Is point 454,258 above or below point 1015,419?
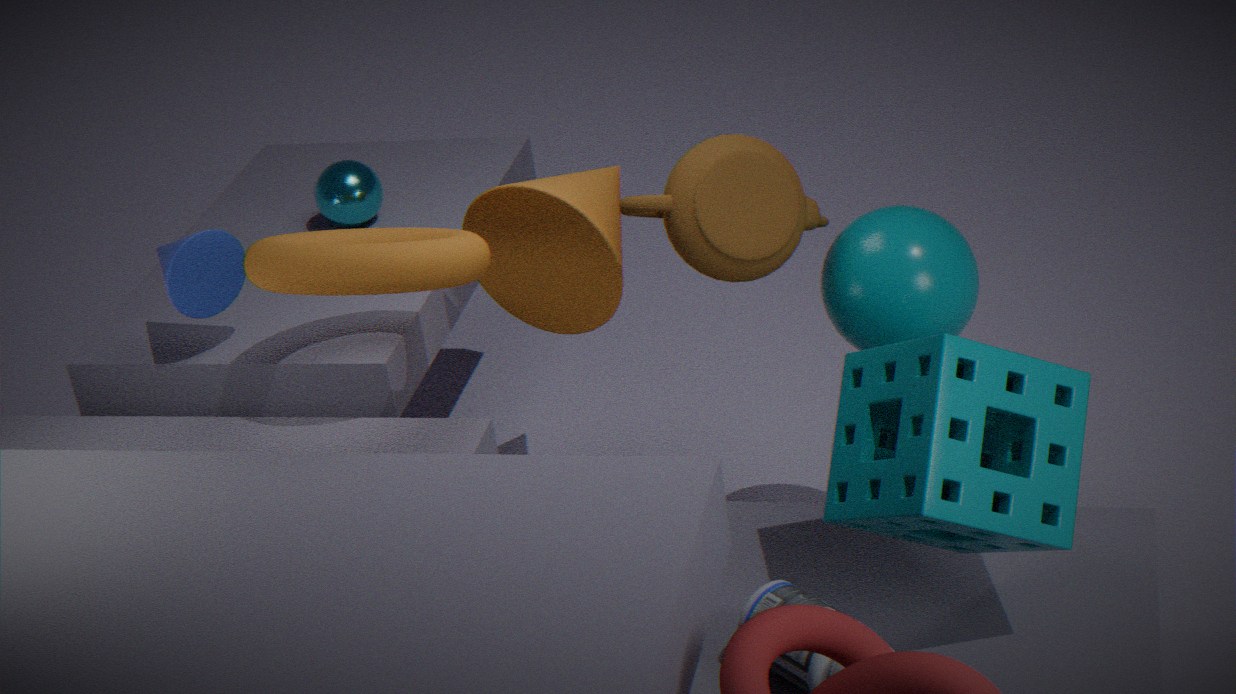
above
